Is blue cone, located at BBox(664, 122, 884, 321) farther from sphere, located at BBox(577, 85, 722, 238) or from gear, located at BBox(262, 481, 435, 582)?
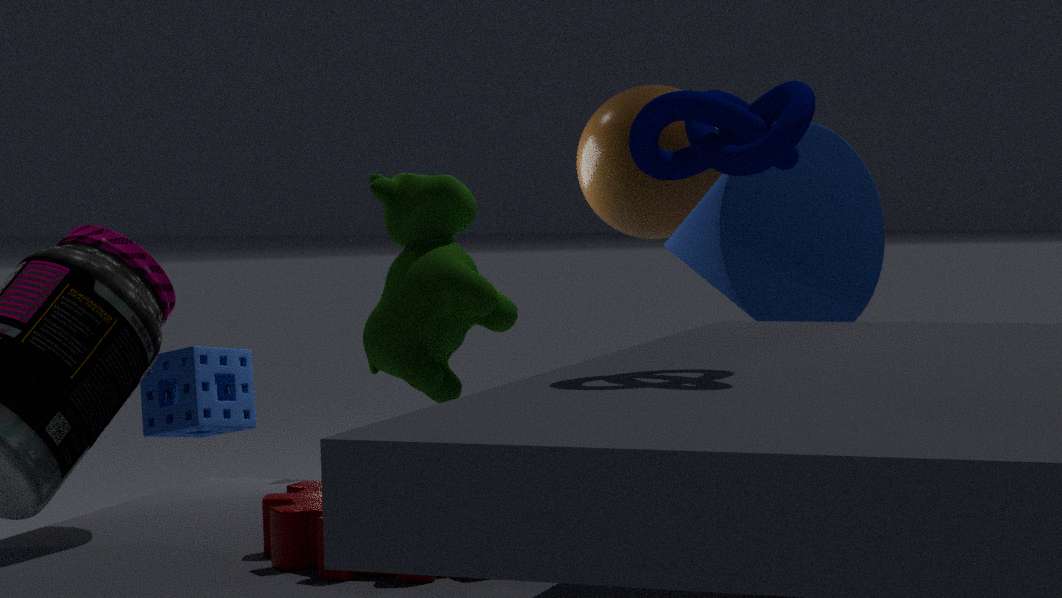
gear, located at BBox(262, 481, 435, 582)
